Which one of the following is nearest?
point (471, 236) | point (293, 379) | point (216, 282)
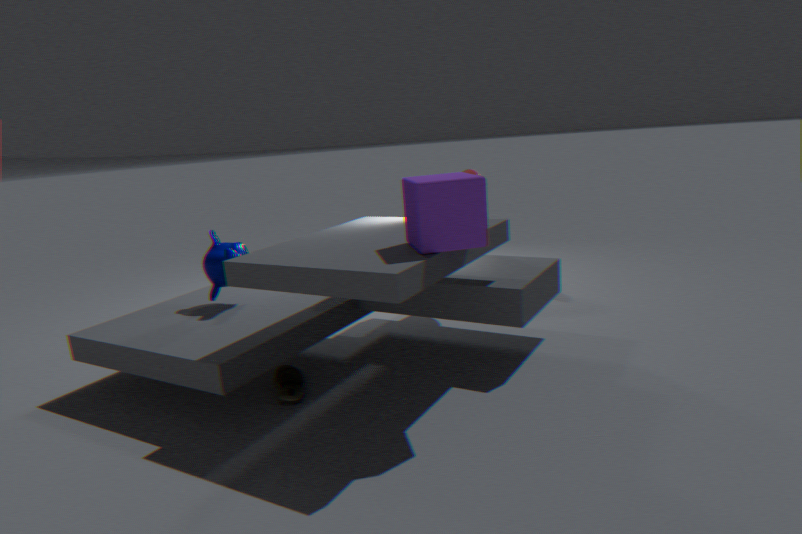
point (471, 236)
